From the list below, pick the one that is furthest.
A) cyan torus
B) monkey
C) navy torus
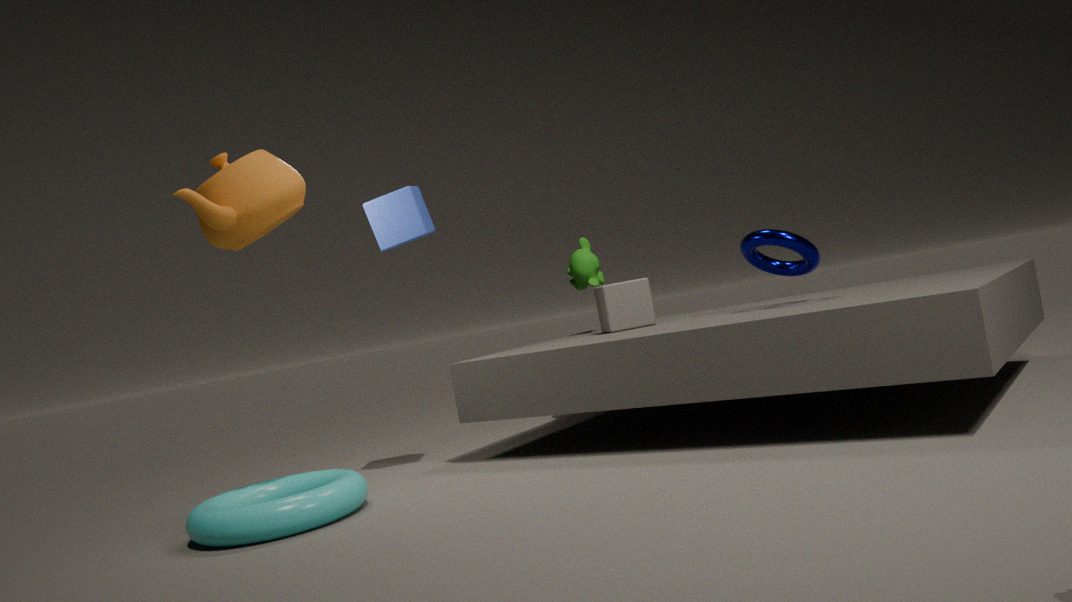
monkey
